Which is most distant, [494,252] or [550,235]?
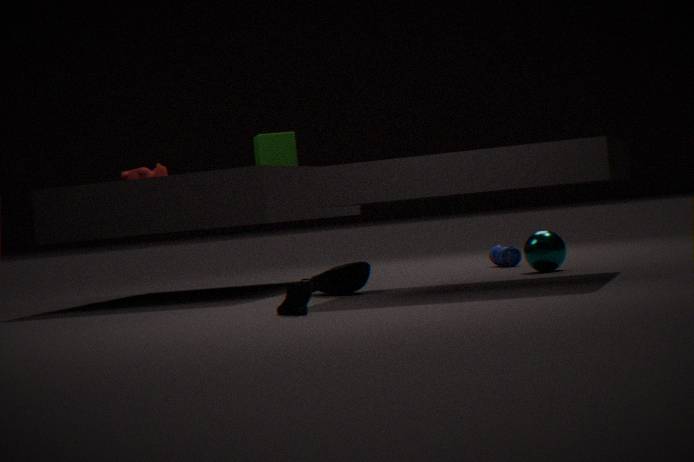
[494,252]
